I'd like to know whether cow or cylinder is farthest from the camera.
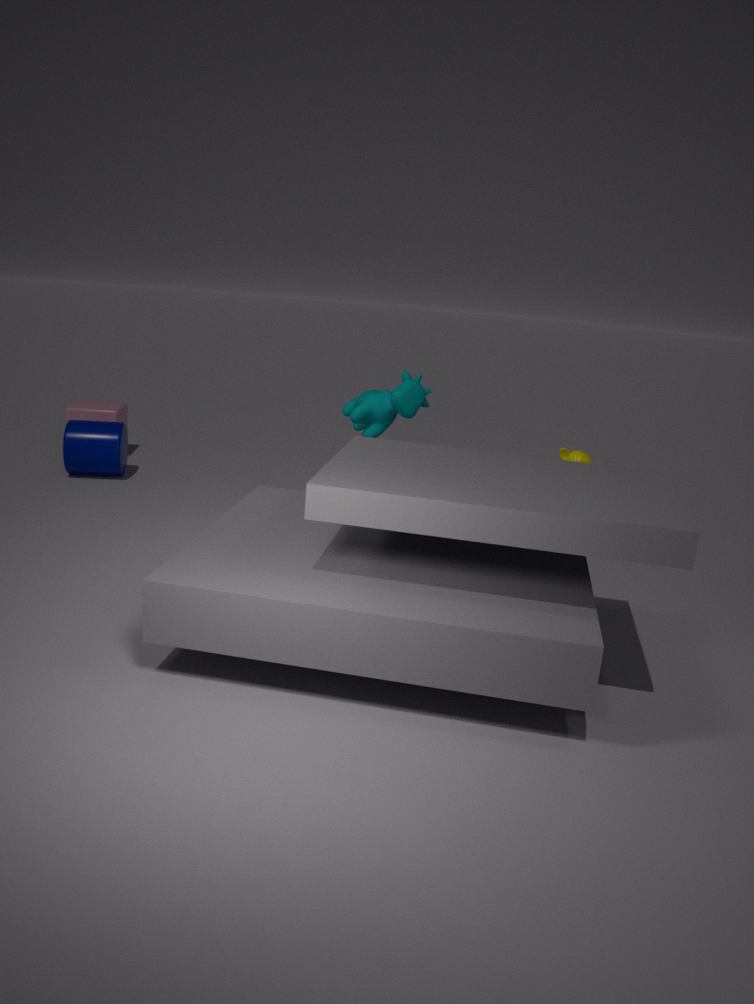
cylinder
